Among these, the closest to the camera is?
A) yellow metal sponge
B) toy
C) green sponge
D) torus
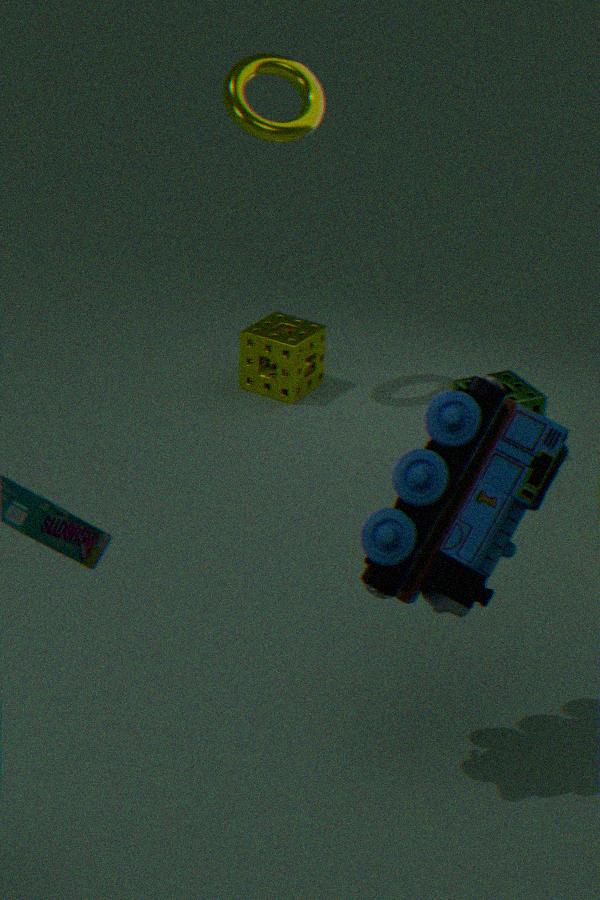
toy
